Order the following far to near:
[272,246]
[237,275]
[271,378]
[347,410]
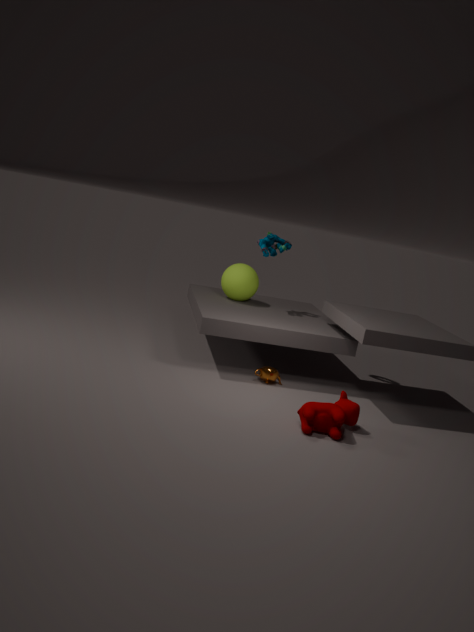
[237,275] → [272,246] → [271,378] → [347,410]
